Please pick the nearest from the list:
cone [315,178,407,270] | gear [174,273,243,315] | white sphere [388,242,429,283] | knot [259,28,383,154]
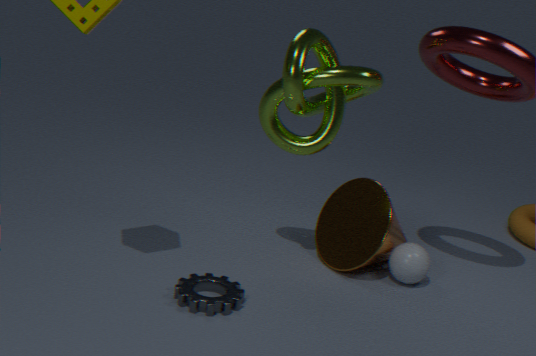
gear [174,273,243,315]
